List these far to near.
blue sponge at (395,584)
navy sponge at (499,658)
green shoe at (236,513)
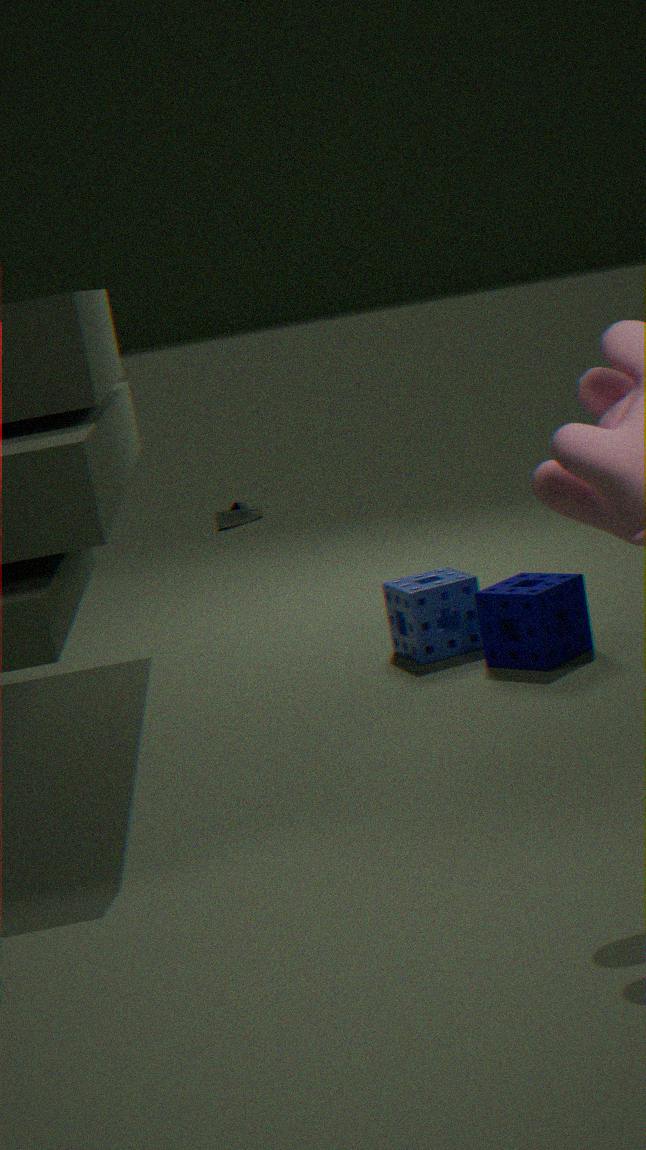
green shoe at (236,513), blue sponge at (395,584), navy sponge at (499,658)
